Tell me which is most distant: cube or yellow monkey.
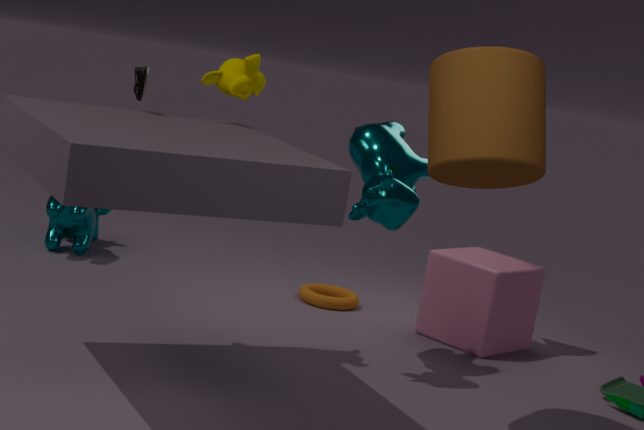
cube
